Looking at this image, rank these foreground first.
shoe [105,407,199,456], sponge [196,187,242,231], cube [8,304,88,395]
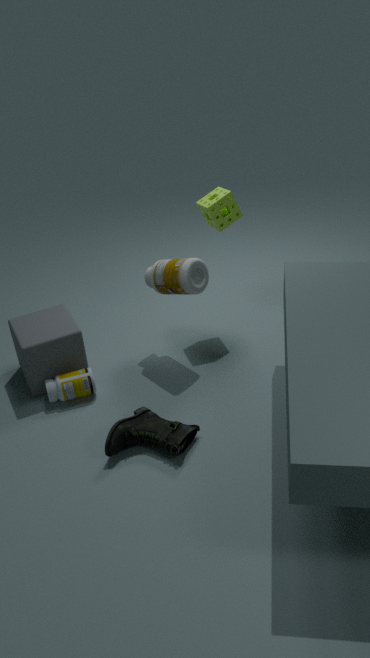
1. shoe [105,407,199,456]
2. cube [8,304,88,395]
3. sponge [196,187,242,231]
